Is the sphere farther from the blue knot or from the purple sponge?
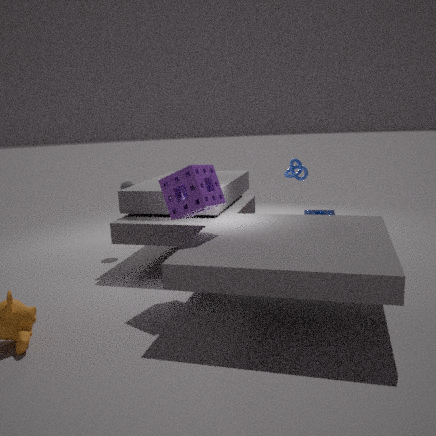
the blue knot
